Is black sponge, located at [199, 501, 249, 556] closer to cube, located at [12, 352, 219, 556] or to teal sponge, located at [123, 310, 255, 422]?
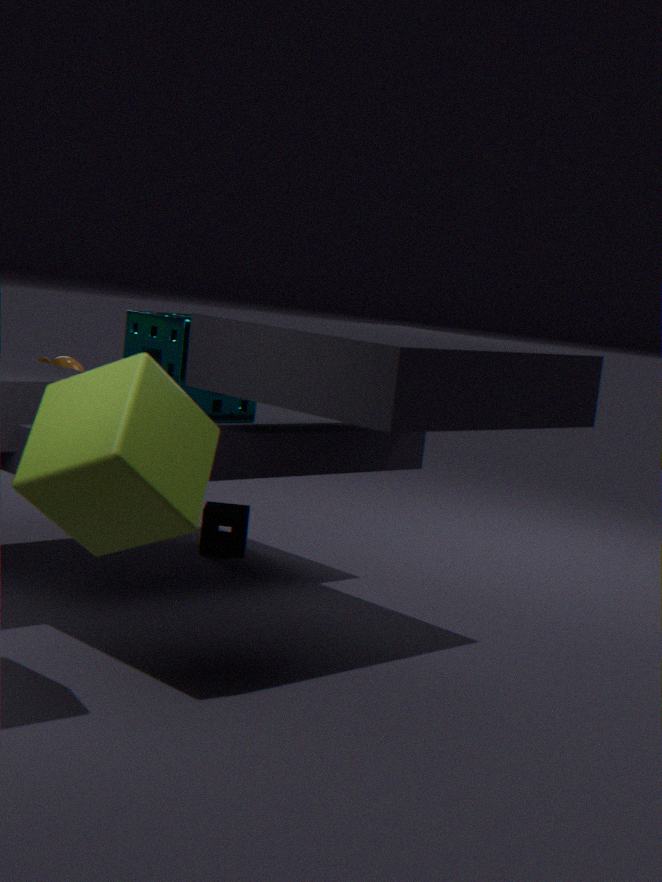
teal sponge, located at [123, 310, 255, 422]
